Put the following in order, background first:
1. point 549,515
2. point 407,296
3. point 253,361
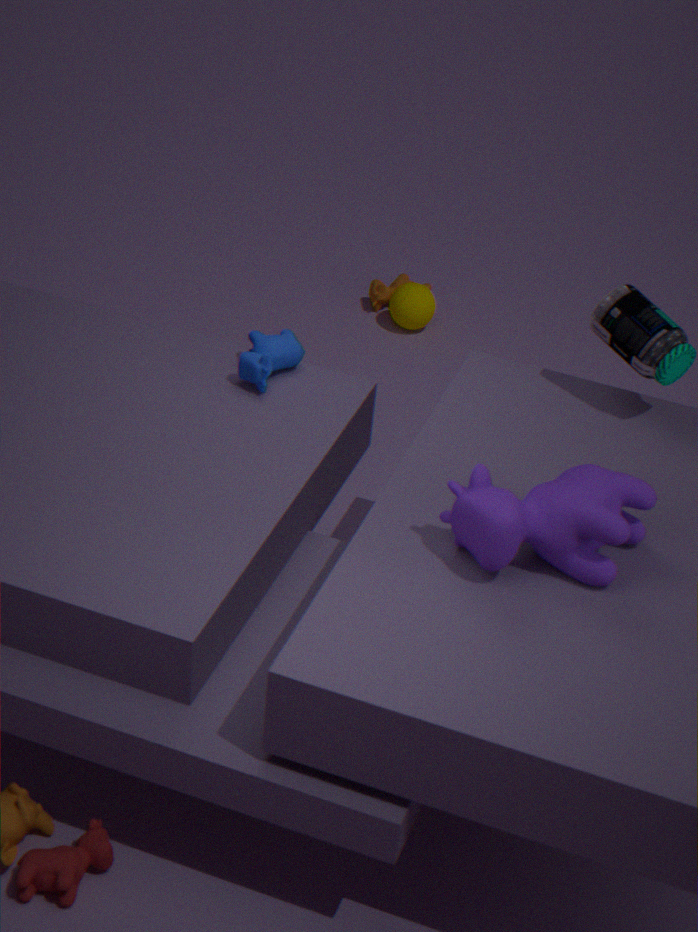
point 407,296
point 253,361
point 549,515
